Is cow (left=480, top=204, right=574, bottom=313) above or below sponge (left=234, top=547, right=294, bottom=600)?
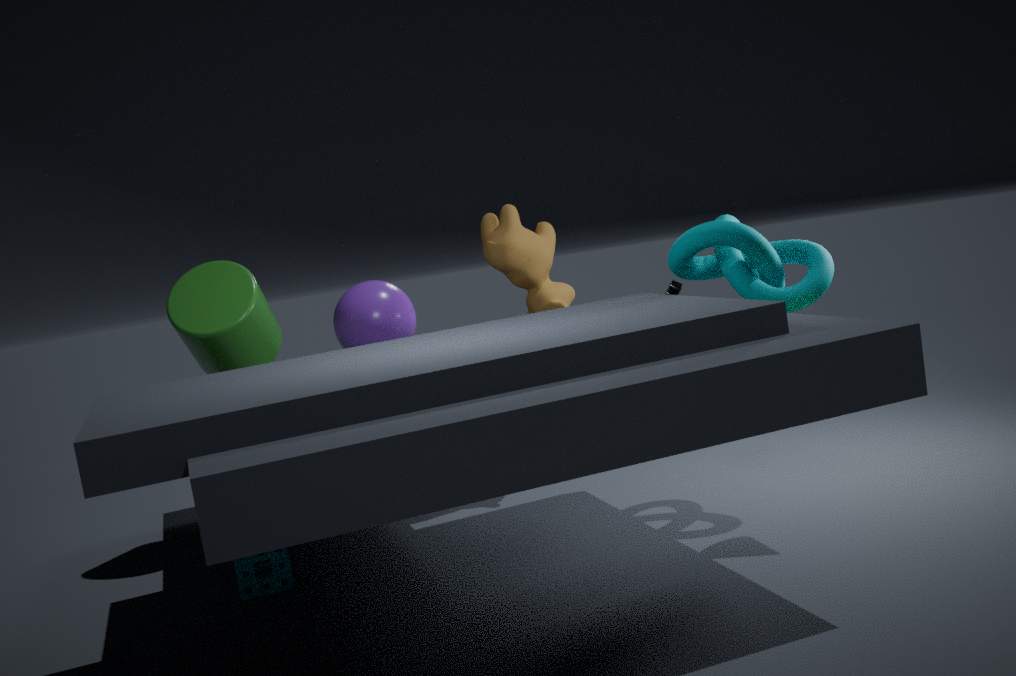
above
